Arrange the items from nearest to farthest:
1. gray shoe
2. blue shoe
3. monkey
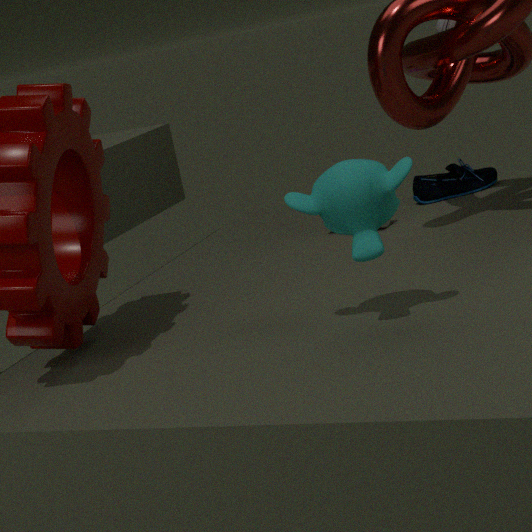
monkey
gray shoe
blue shoe
